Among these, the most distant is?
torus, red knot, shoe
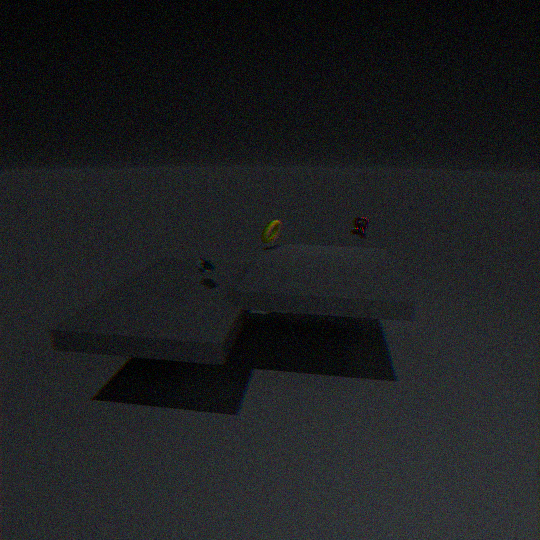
red knot
